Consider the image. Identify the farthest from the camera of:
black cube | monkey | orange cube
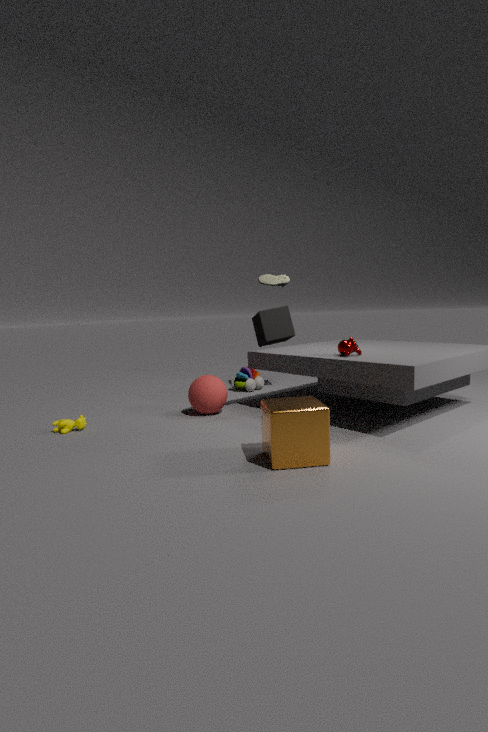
black cube
